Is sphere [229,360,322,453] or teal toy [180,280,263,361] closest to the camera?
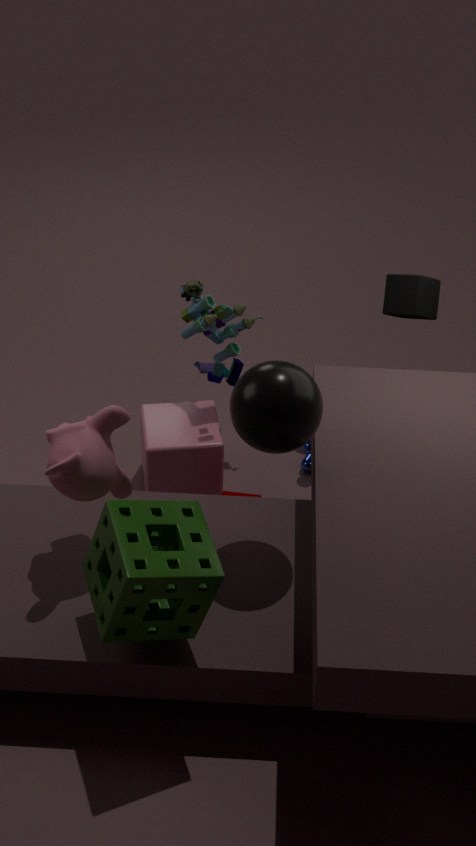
sphere [229,360,322,453]
